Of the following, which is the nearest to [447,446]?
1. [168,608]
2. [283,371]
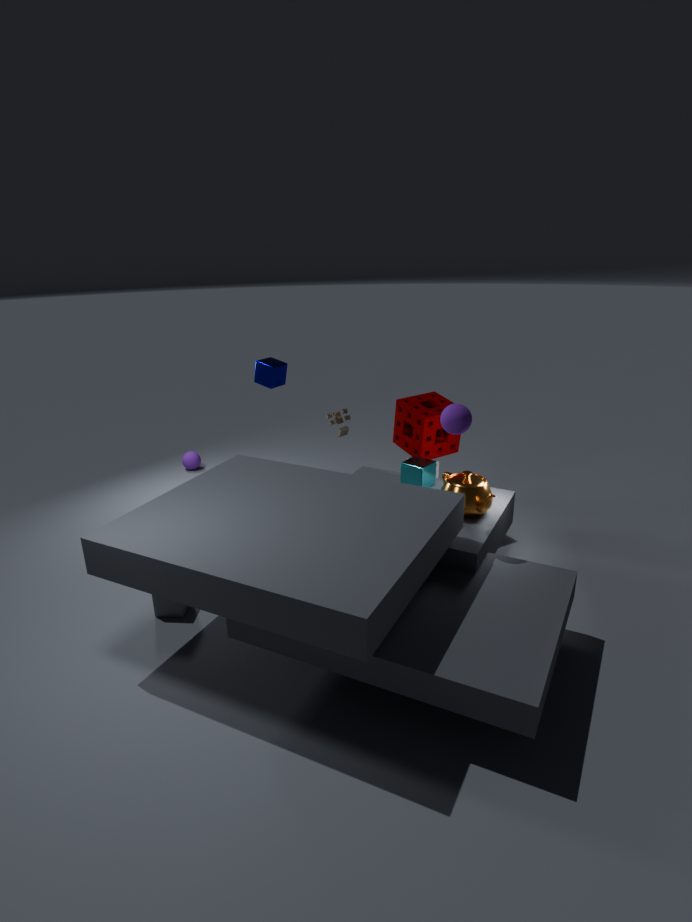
[283,371]
